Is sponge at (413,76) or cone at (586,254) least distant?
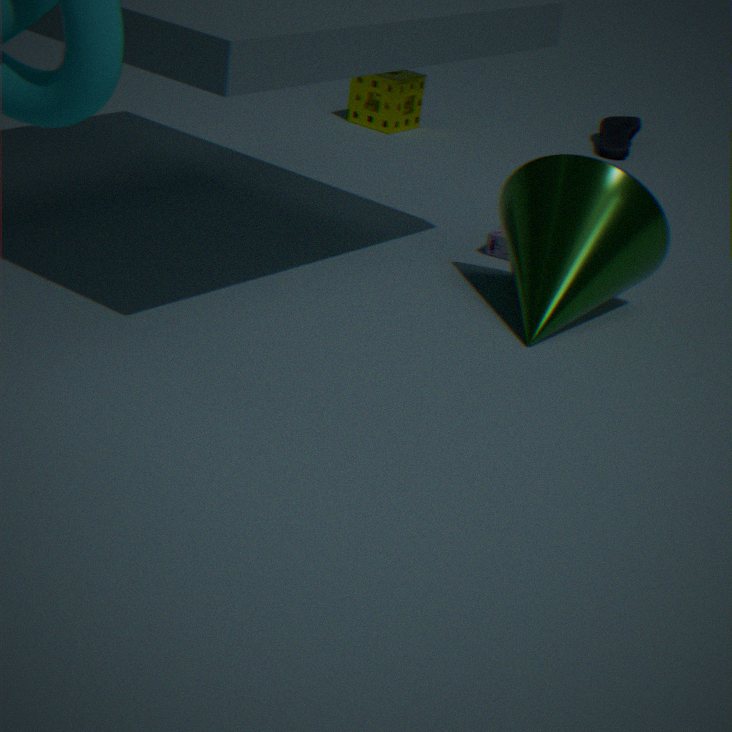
cone at (586,254)
